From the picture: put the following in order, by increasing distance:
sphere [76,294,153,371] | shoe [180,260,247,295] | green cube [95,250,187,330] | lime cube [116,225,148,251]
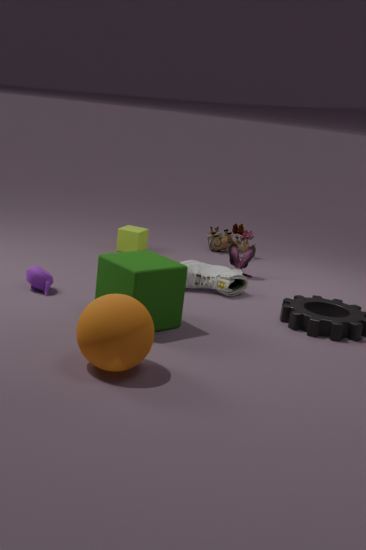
sphere [76,294,153,371], green cube [95,250,187,330], shoe [180,260,247,295], lime cube [116,225,148,251]
